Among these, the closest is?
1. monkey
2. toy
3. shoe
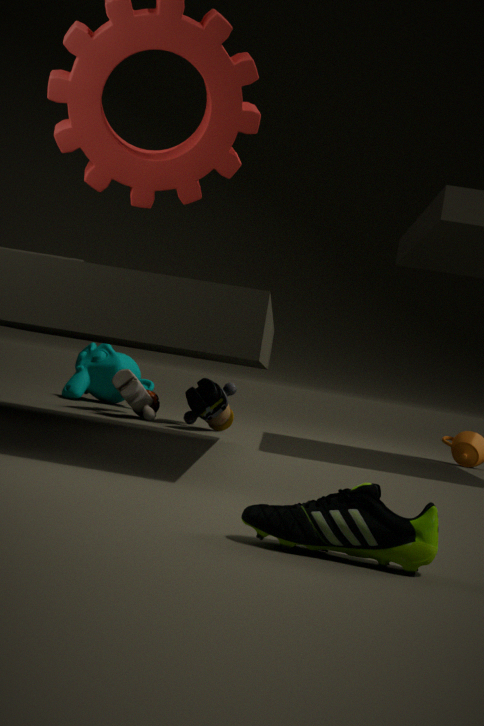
shoe
